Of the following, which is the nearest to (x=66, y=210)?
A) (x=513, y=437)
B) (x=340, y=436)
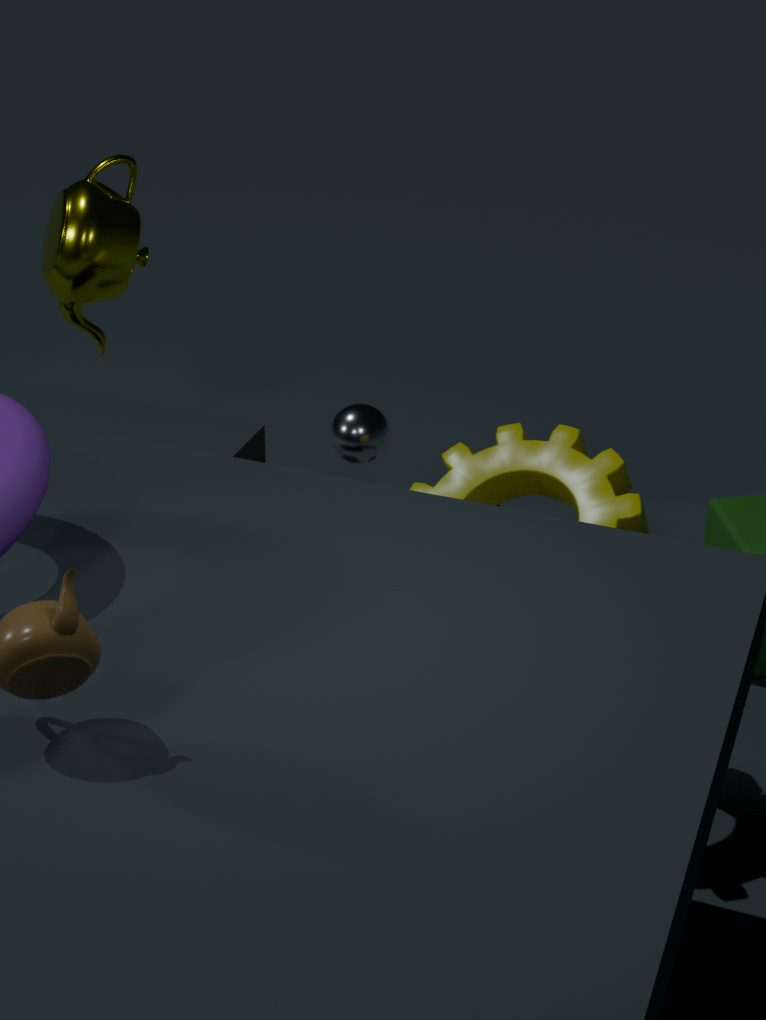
(x=340, y=436)
